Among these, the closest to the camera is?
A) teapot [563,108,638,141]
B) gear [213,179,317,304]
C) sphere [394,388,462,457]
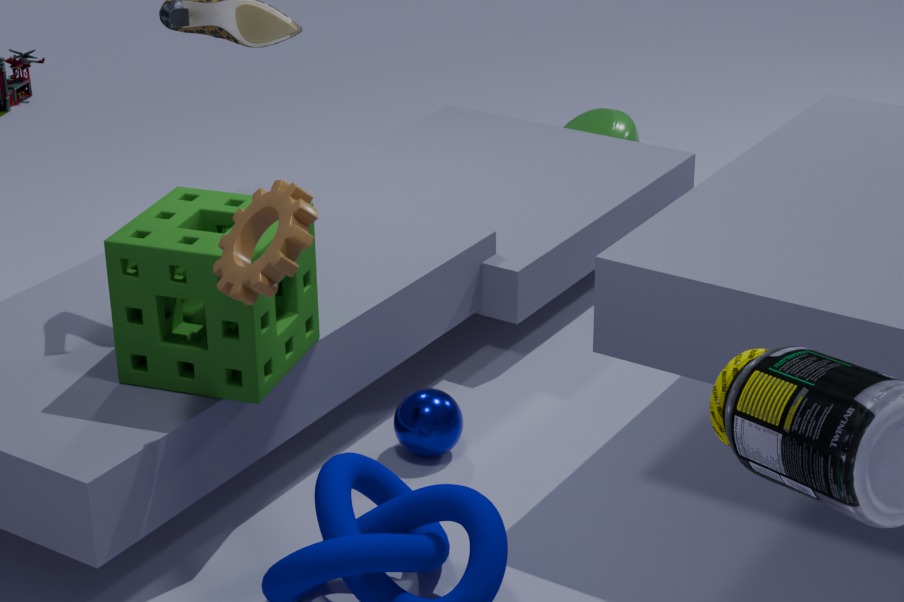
gear [213,179,317,304]
